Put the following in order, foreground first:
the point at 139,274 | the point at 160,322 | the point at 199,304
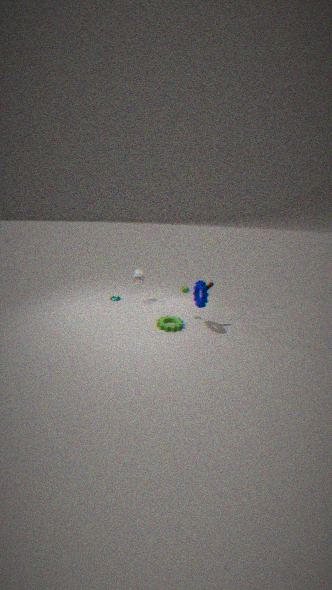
the point at 199,304, the point at 160,322, the point at 139,274
